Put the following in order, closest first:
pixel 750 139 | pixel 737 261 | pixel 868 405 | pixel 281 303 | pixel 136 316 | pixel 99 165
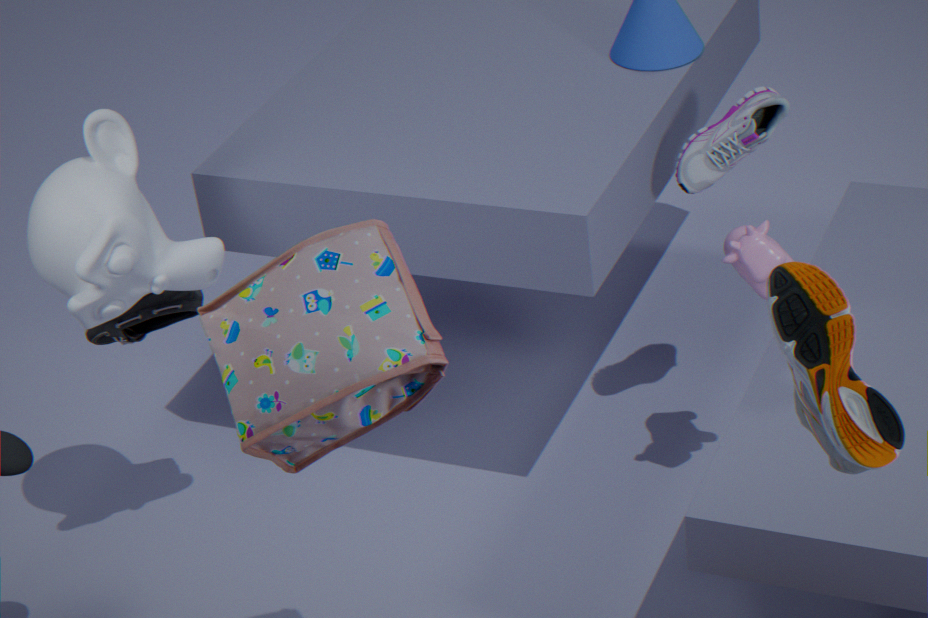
pixel 868 405 < pixel 281 303 < pixel 99 165 < pixel 737 261 < pixel 750 139 < pixel 136 316
